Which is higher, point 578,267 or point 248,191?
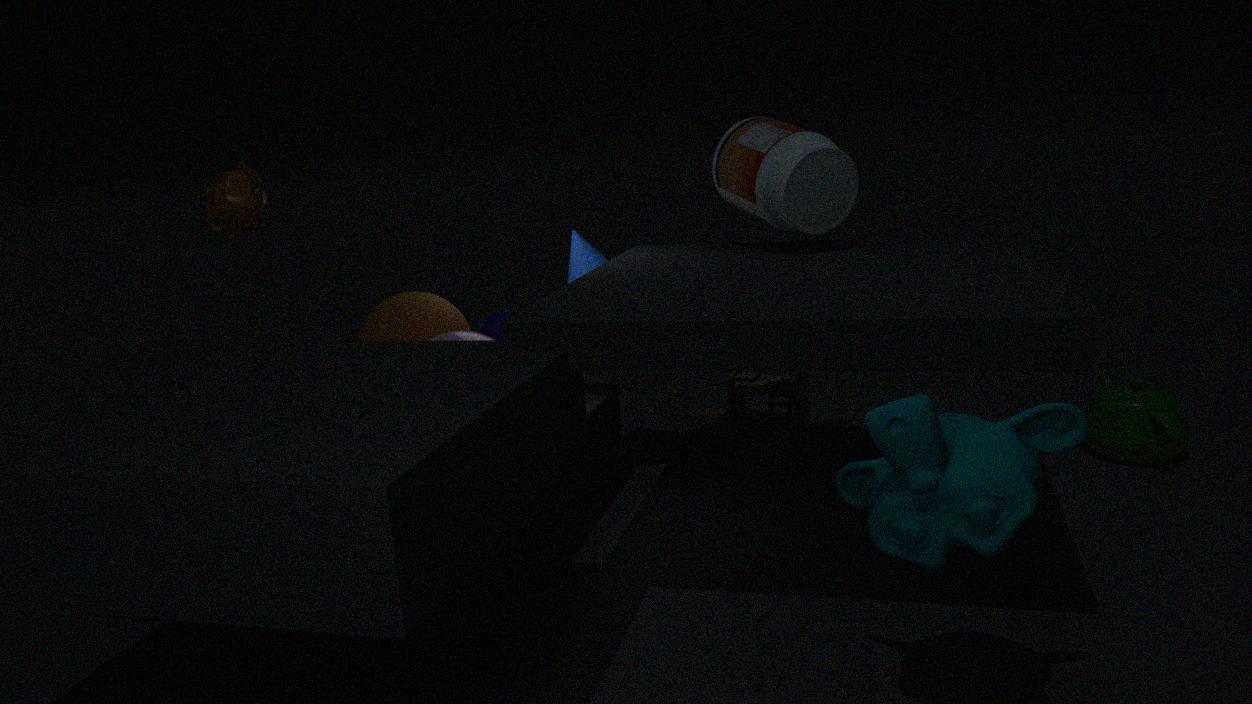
point 248,191
